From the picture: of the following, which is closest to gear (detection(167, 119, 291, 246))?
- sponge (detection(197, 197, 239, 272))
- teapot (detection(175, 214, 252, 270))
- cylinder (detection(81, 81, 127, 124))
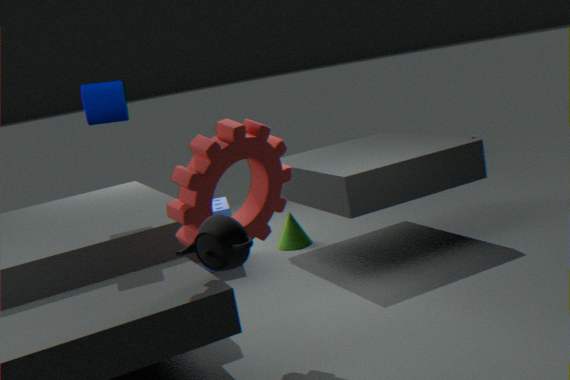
teapot (detection(175, 214, 252, 270))
